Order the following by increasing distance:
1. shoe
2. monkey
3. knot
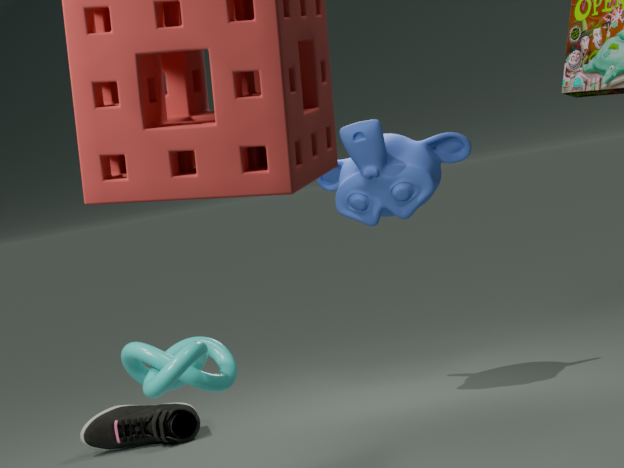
knot, monkey, shoe
